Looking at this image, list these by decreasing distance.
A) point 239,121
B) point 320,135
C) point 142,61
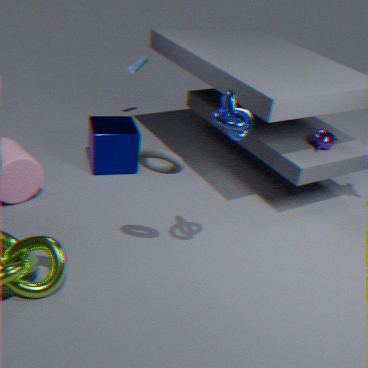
1. point 142,61
2. point 320,135
3. point 239,121
